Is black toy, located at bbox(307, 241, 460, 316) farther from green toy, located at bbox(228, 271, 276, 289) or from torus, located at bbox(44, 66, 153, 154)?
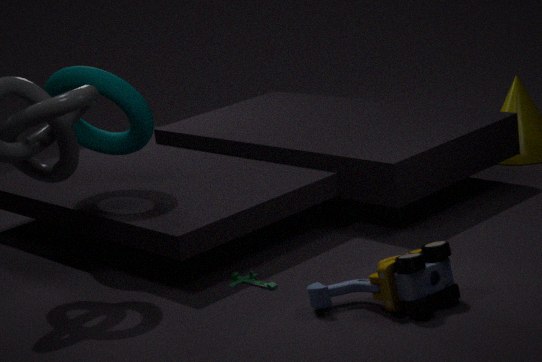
torus, located at bbox(44, 66, 153, 154)
